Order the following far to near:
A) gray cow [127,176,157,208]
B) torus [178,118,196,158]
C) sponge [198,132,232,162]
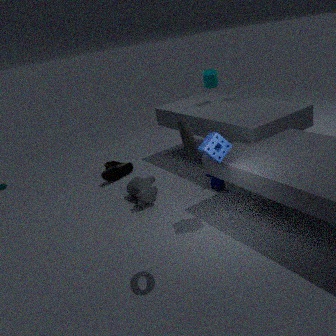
gray cow [127,176,157,208], sponge [198,132,232,162], torus [178,118,196,158]
